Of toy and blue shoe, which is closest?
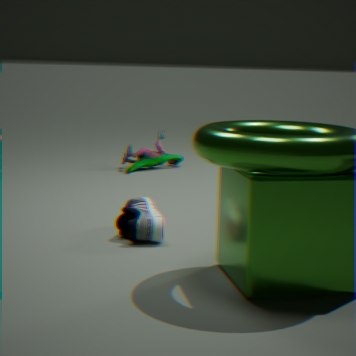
blue shoe
